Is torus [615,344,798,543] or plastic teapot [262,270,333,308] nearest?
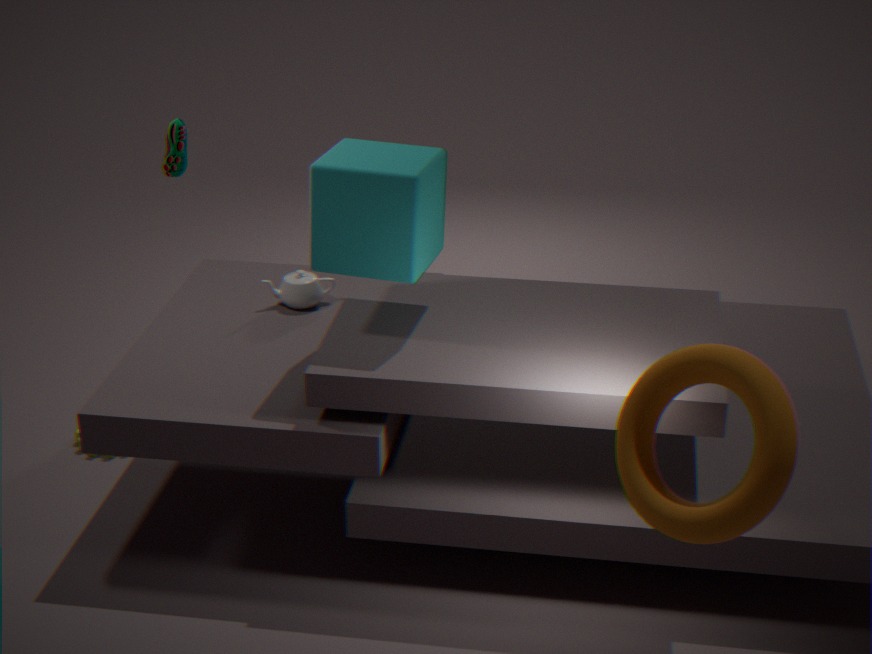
torus [615,344,798,543]
